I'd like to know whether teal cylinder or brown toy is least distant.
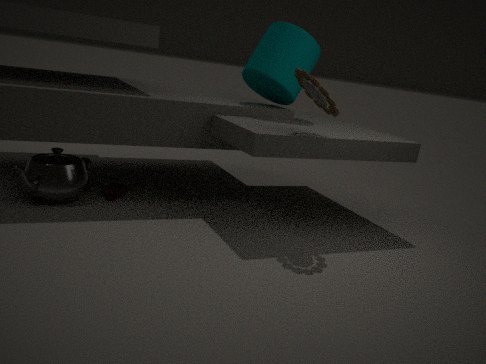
brown toy
